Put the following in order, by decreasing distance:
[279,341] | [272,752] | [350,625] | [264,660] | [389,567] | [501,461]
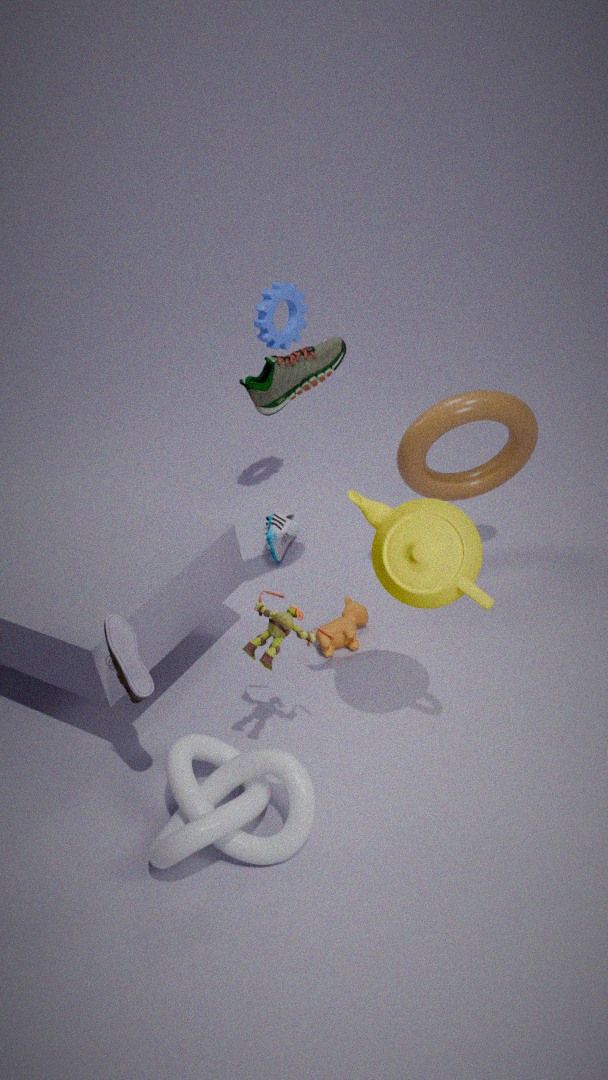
[279,341], [501,461], [350,625], [272,752], [264,660], [389,567]
